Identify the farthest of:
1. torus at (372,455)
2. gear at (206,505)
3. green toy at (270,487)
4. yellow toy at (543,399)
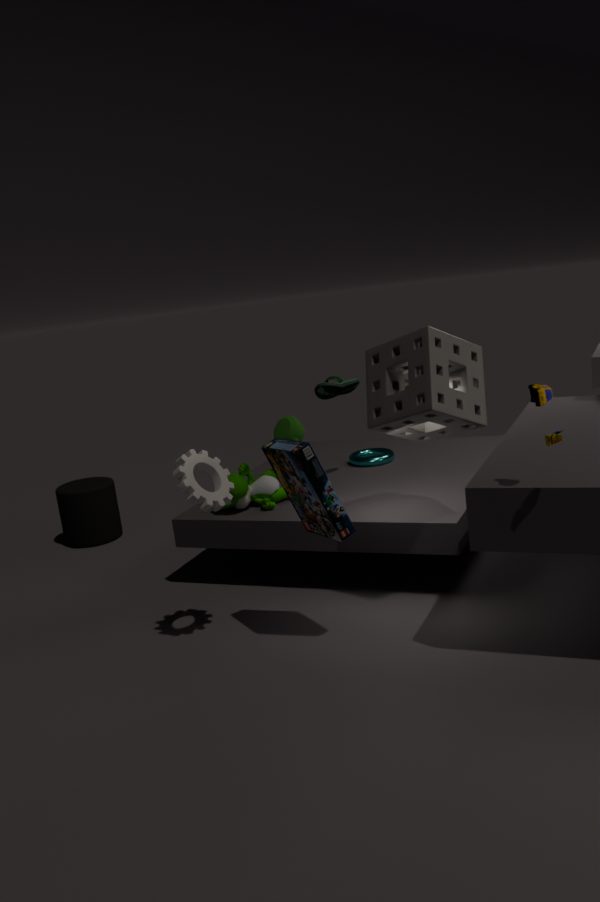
torus at (372,455)
